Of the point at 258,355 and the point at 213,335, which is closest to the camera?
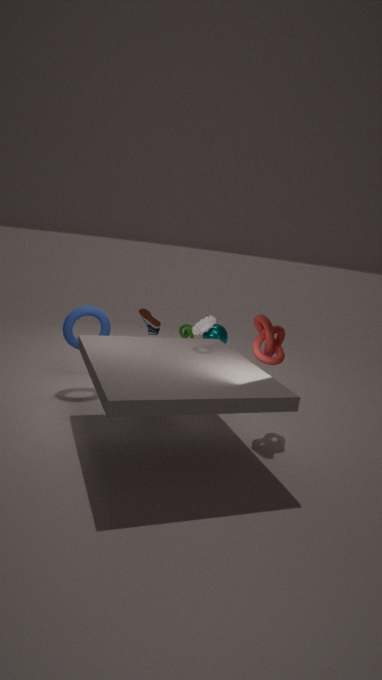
the point at 258,355
